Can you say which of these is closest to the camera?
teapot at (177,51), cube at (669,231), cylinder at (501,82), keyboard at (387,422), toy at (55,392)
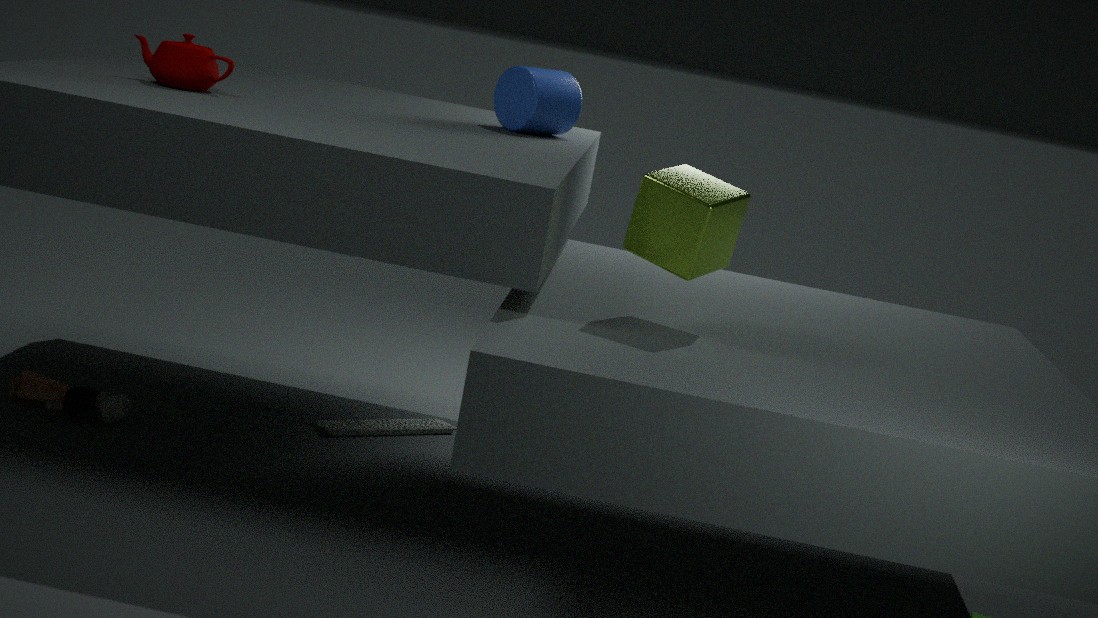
cube at (669,231)
